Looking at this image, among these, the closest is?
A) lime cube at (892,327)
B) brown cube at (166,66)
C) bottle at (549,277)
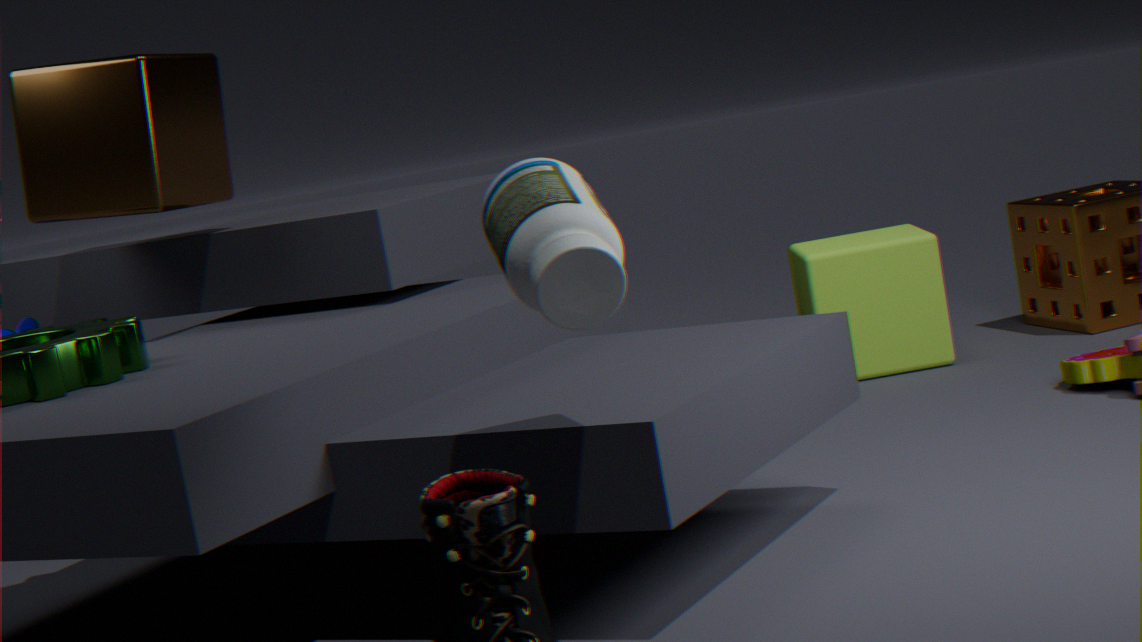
bottle at (549,277)
